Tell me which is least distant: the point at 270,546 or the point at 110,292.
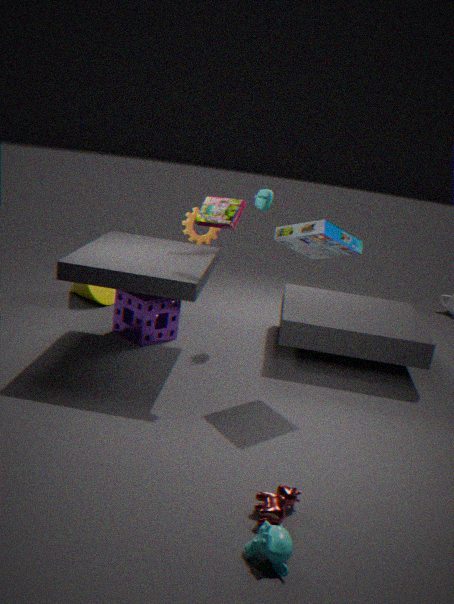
the point at 270,546
